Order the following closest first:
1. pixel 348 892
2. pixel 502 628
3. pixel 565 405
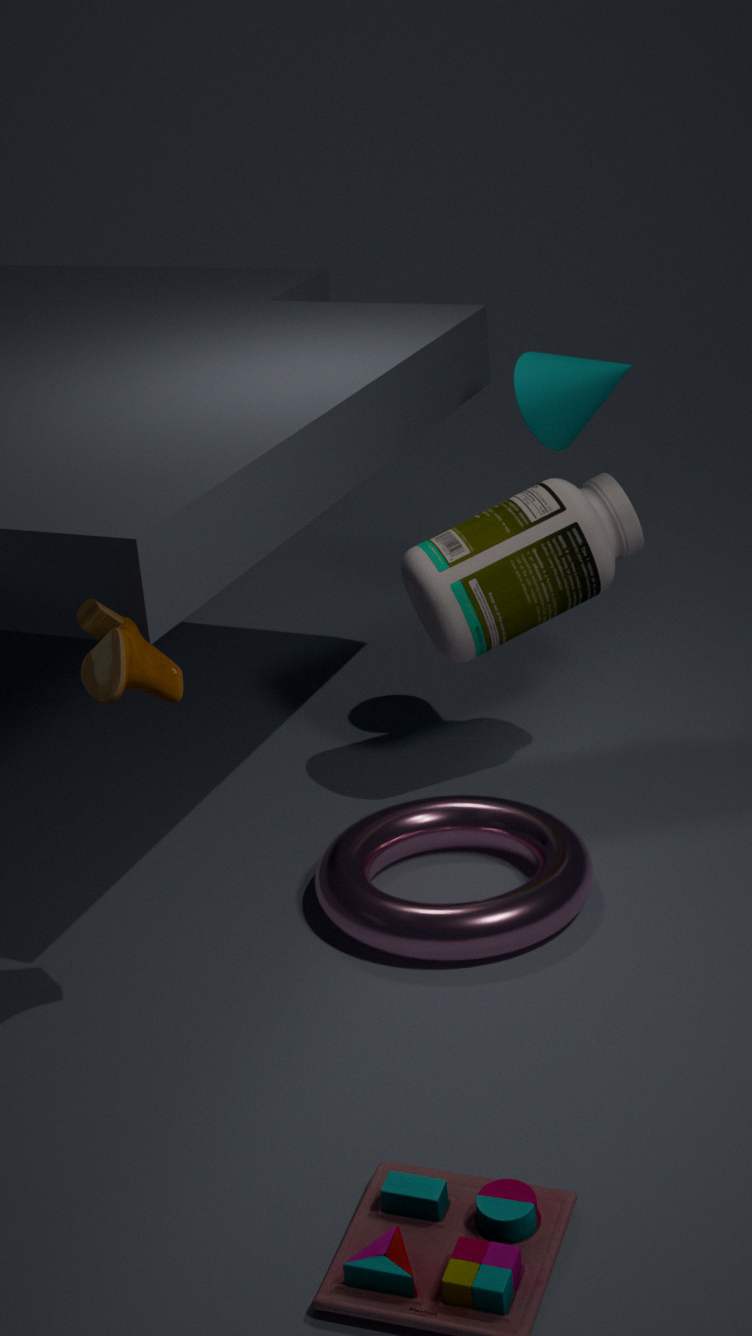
pixel 348 892, pixel 502 628, pixel 565 405
